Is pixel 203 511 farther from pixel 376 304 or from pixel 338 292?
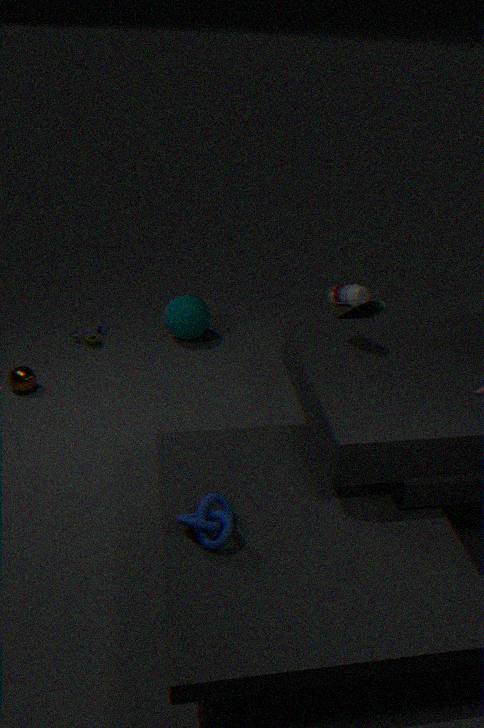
pixel 376 304
